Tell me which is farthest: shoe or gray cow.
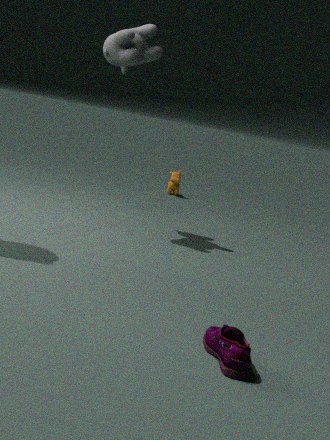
gray cow
